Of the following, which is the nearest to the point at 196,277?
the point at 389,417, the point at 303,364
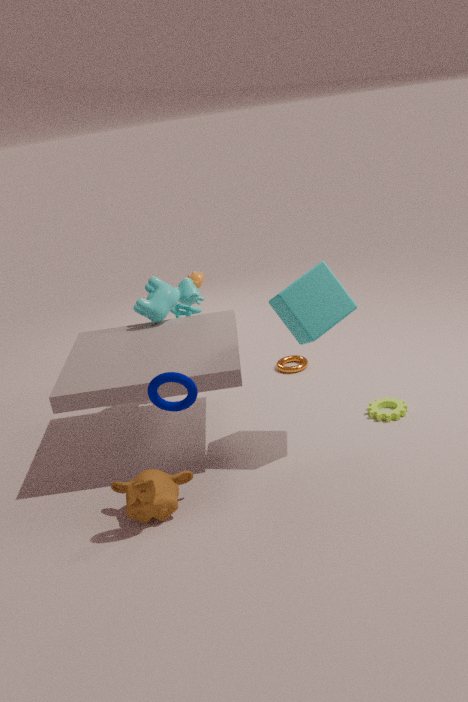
the point at 303,364
